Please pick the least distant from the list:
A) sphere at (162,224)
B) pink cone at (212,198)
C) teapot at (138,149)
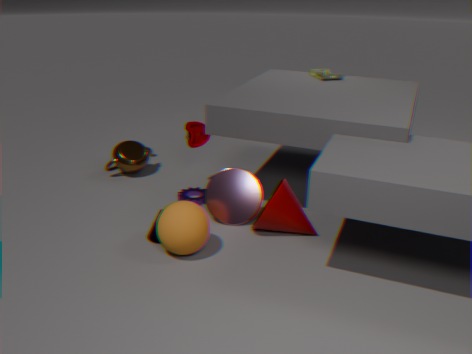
sphere at (162,224)
